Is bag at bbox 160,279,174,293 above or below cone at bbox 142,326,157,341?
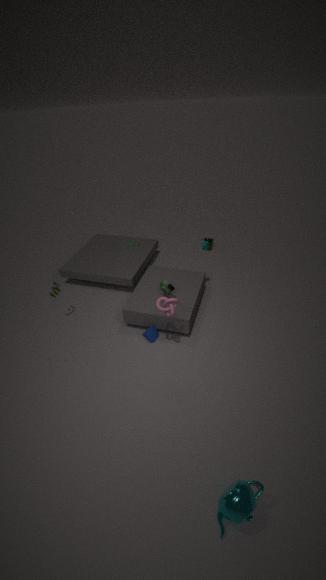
above
